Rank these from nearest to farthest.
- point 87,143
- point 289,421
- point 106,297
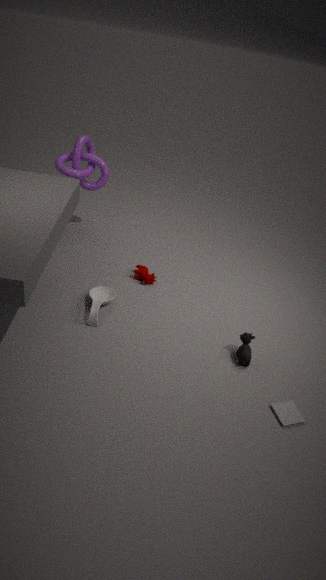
point 289,421 → point 106,297 → point 87,143
